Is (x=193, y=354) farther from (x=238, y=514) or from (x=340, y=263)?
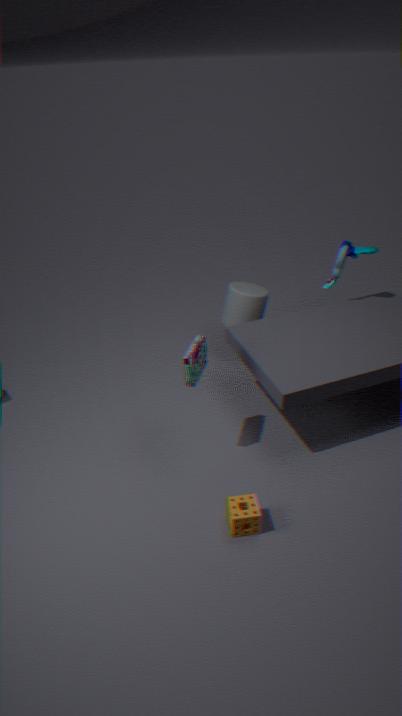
(x=340, y=263)
